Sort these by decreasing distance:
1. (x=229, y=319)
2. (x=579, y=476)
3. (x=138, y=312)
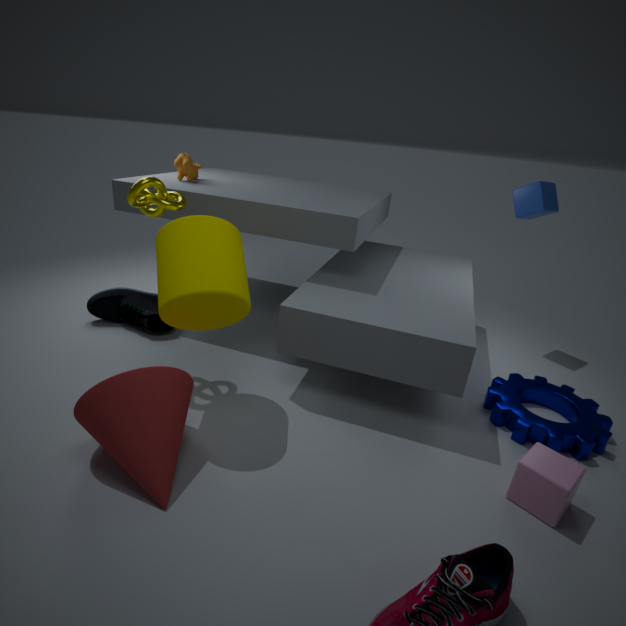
(x=138, y=312)
(x=229, y=319)
(x=579, y=476)
